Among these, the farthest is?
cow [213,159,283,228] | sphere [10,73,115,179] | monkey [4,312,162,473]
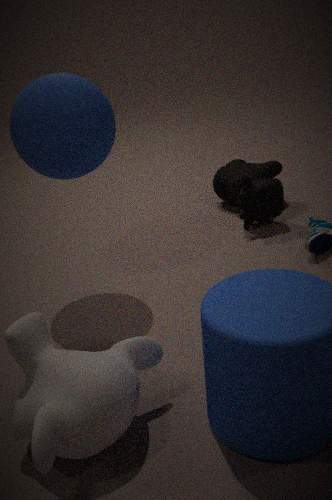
cow [213,159,283,228]
